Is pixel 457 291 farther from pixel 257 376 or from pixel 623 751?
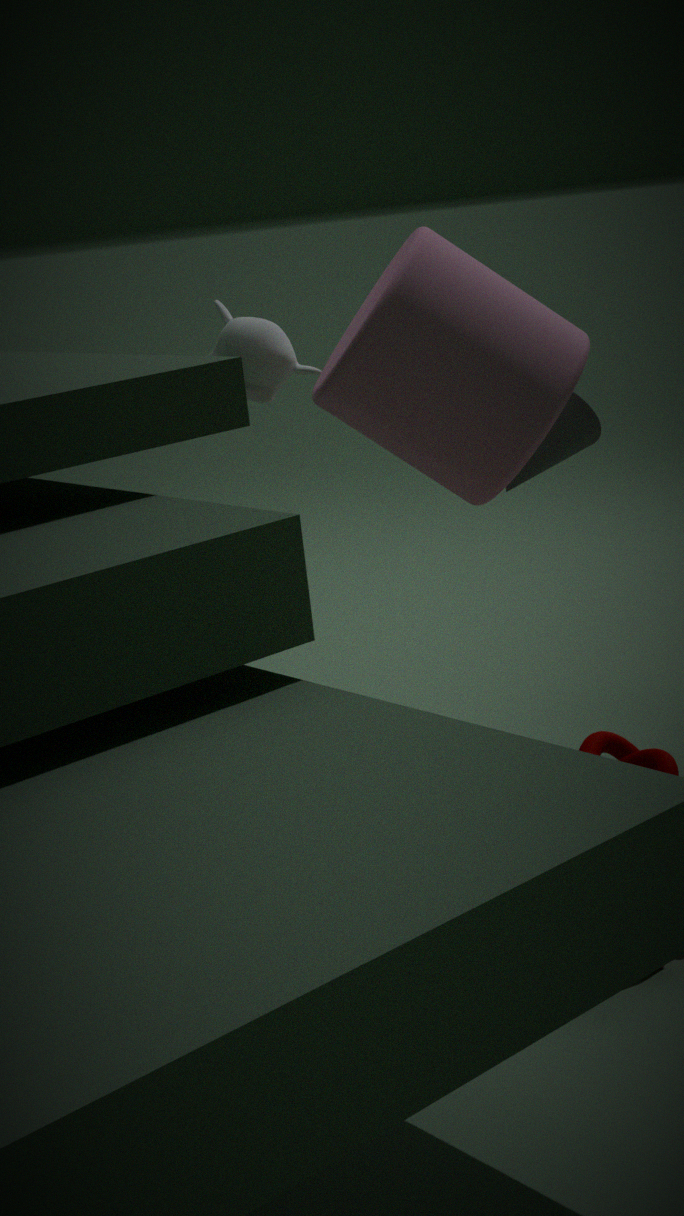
→ pixel 623 751
